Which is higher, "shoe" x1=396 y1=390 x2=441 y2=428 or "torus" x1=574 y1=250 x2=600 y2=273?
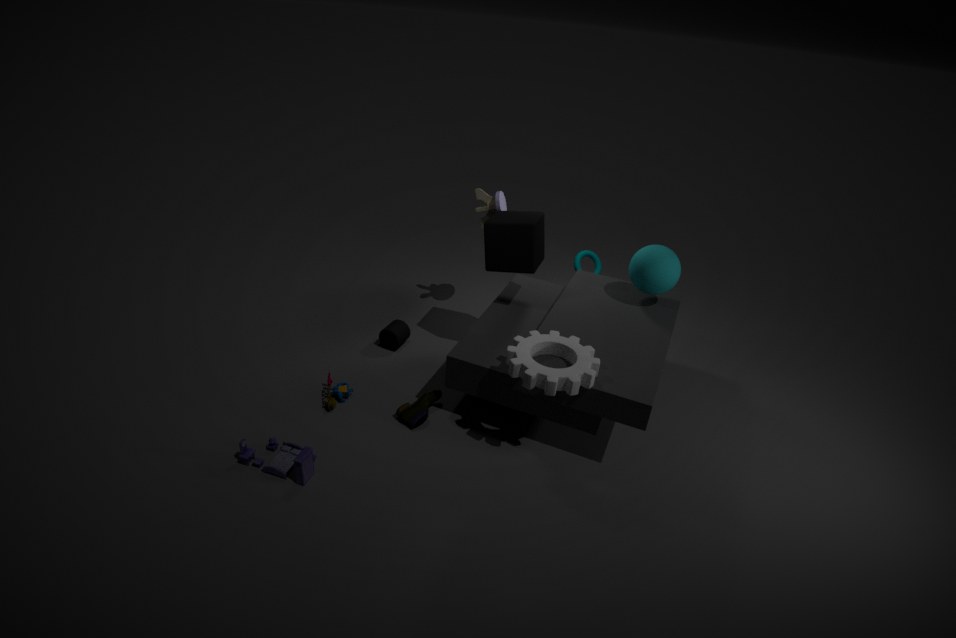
"torus" x1=574 y1=250 x2=600 y2=273
